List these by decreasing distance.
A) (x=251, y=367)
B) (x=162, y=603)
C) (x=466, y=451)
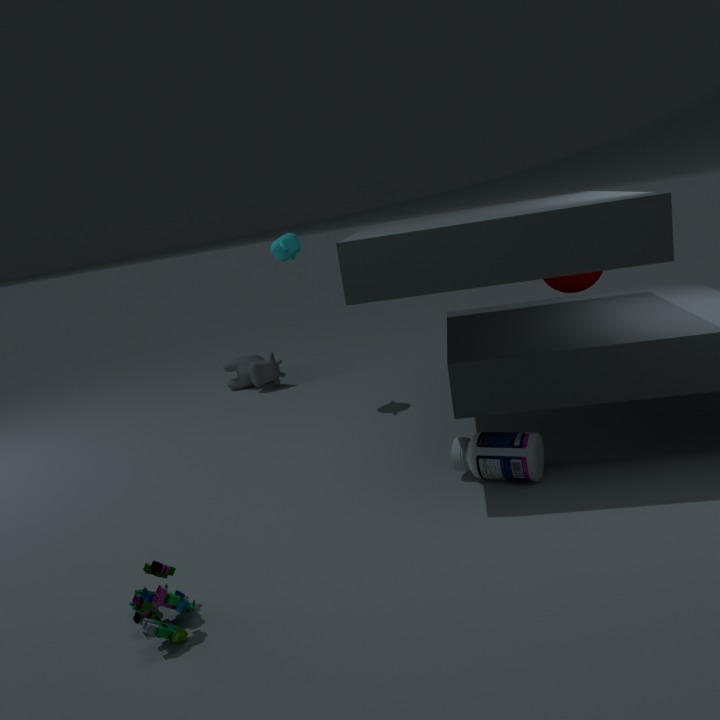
(x=251, y=367), (x=466, y=451), (x=162, y=603)
